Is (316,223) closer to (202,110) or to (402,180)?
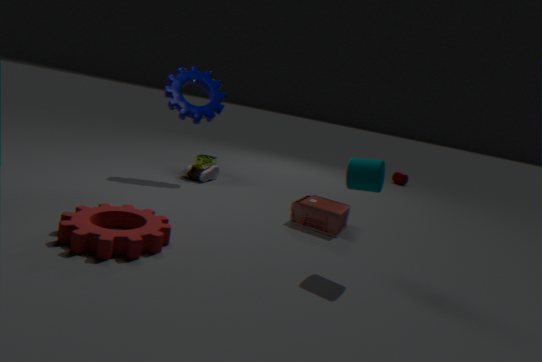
(202,110)
